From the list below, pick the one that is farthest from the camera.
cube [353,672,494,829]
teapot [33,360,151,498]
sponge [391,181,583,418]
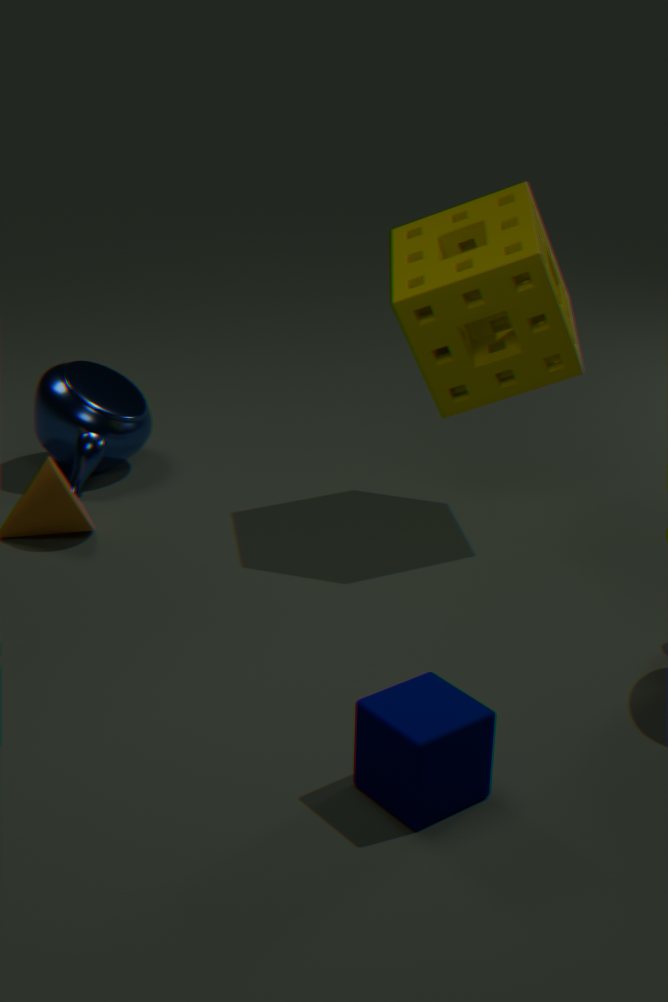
teapot [33,360,151,498]
